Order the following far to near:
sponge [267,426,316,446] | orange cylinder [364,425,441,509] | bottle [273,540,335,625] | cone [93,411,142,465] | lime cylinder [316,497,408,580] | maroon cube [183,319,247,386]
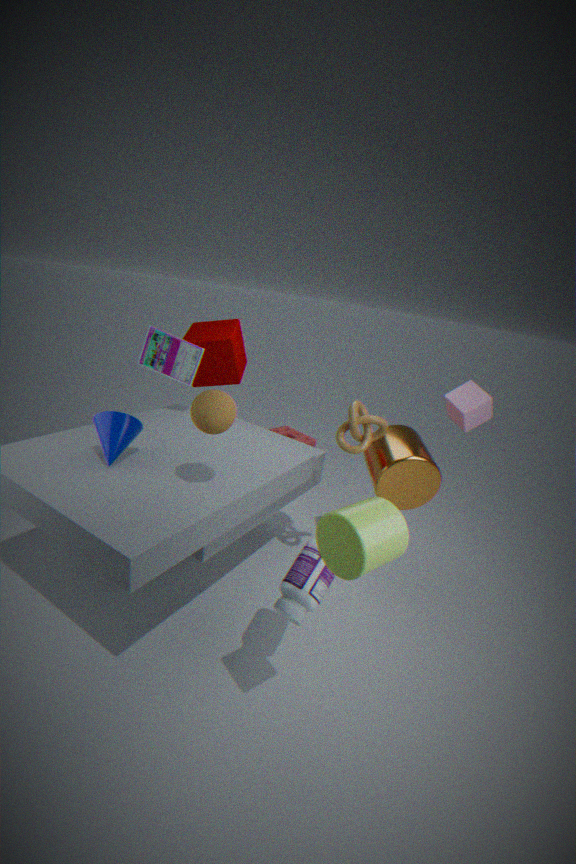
sponge [267,426,316,446] → maroon cube [183,319,247,386] → orange cylinder [364,425,441,509] → cone [93,411,142,465] → bottle [273,540,335,625] → lime cylinder [316,497,408,580]
